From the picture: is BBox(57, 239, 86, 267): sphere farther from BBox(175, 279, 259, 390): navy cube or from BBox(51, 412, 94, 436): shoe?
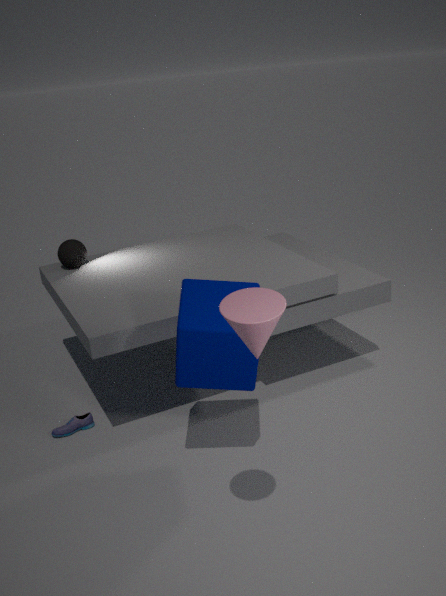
BBox(175, 279, 259, 390): navy cube
